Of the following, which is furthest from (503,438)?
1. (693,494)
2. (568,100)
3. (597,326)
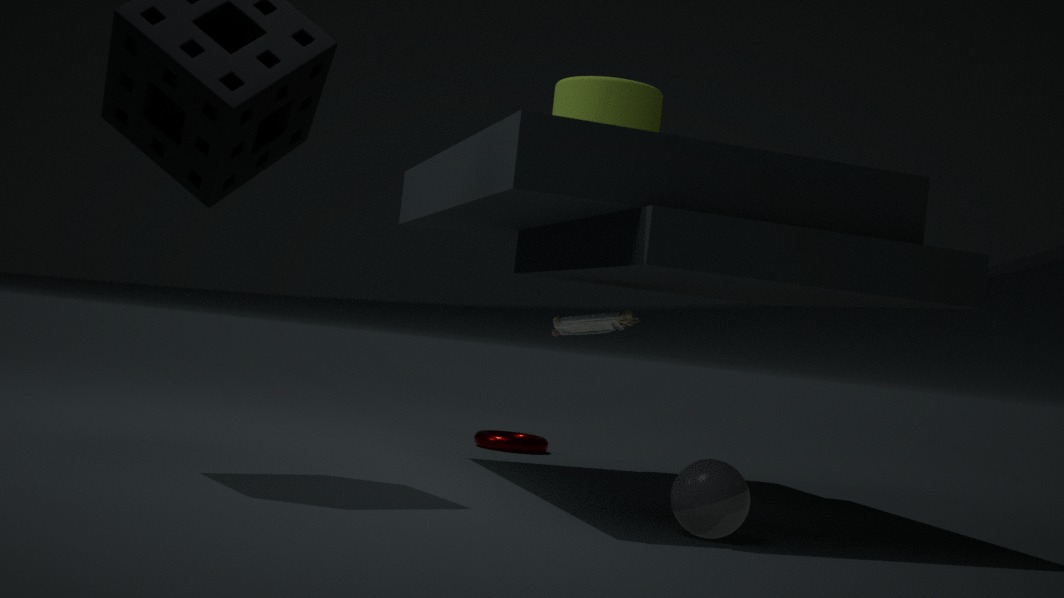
(693,494)
